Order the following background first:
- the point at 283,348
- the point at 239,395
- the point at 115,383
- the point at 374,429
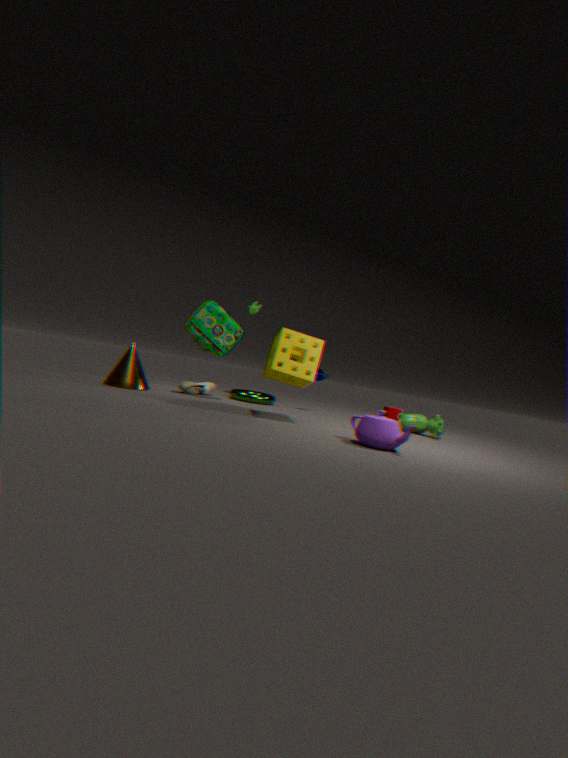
the point at 239,395, the point at 115,383, the point at 283,348, the point at 374,429
